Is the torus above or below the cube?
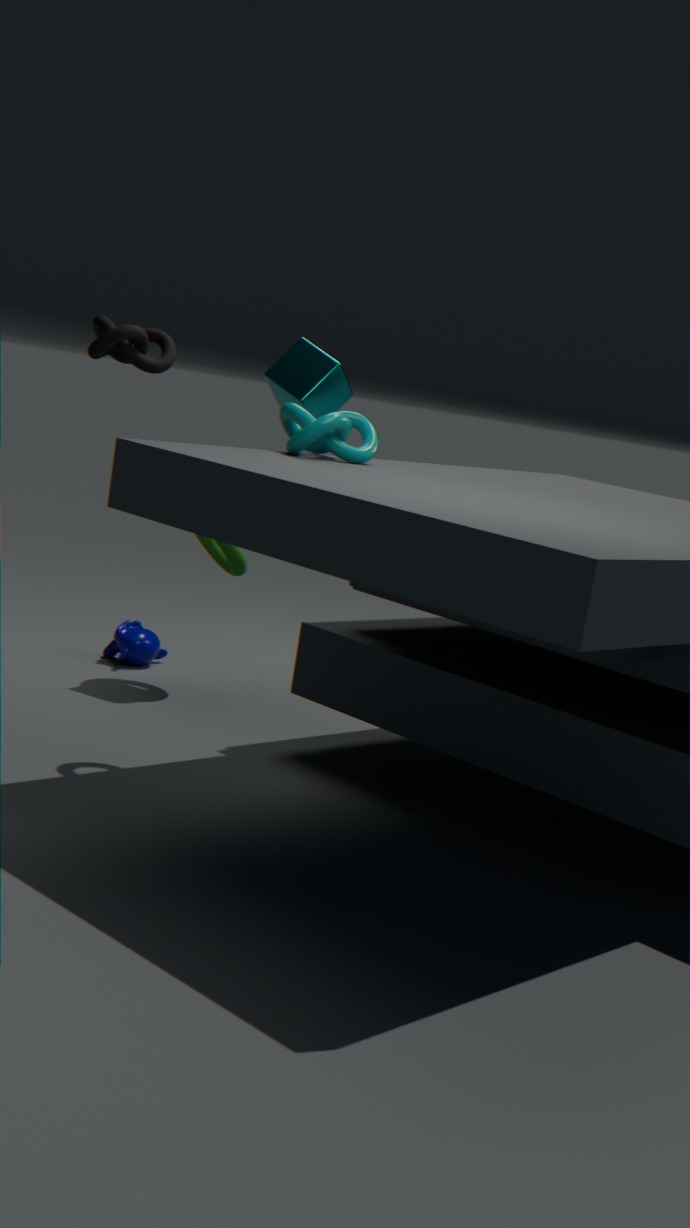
below
